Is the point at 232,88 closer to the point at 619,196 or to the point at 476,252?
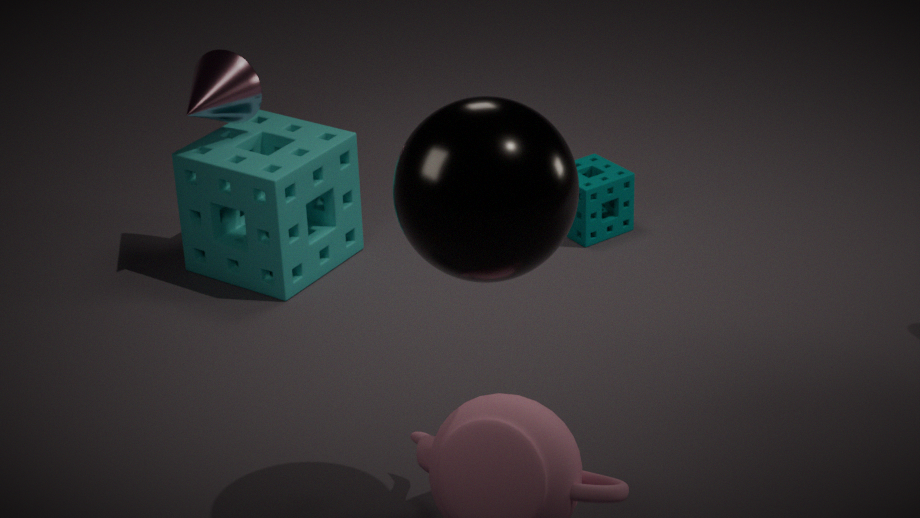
the point at 619,196
